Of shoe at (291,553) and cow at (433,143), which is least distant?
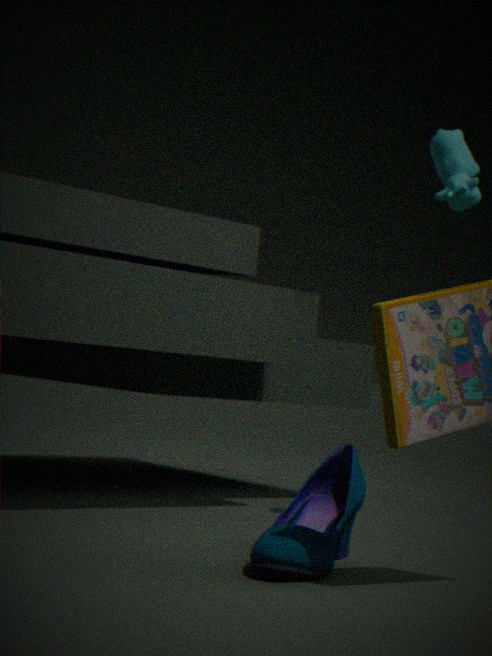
shoe at (291,553)
